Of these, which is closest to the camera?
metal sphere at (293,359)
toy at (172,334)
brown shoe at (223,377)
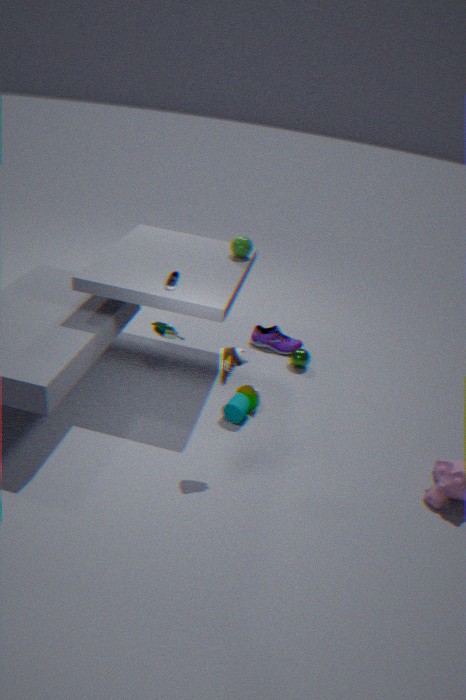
brown shoe at (223,377)
